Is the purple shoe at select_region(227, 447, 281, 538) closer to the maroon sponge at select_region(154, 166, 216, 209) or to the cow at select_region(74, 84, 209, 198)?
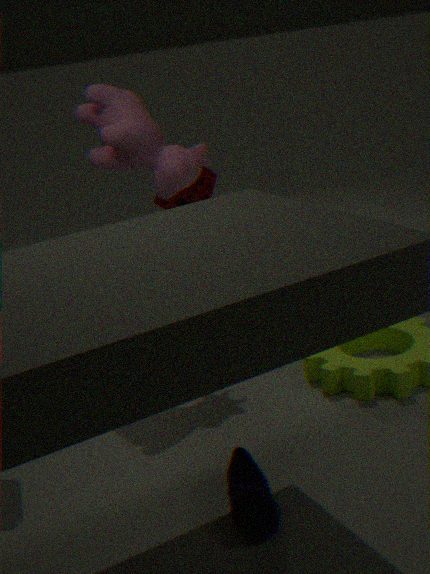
the cow at select_region(74, 84, 209, 198)
